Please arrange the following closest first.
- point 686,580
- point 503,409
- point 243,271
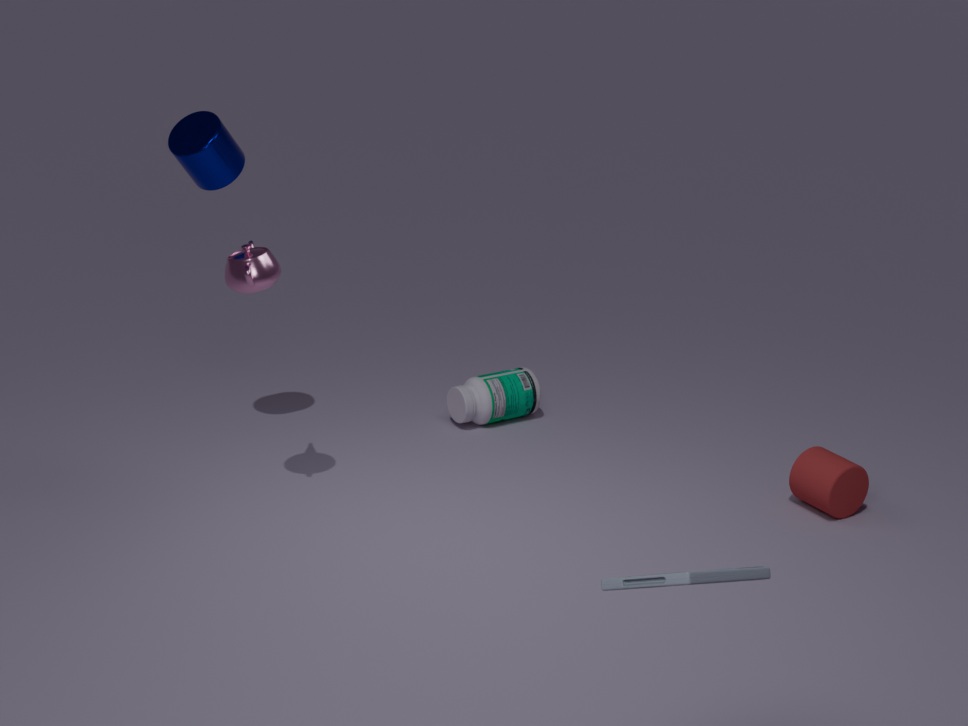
point 686,580 < point 243,271 < point 503,409
